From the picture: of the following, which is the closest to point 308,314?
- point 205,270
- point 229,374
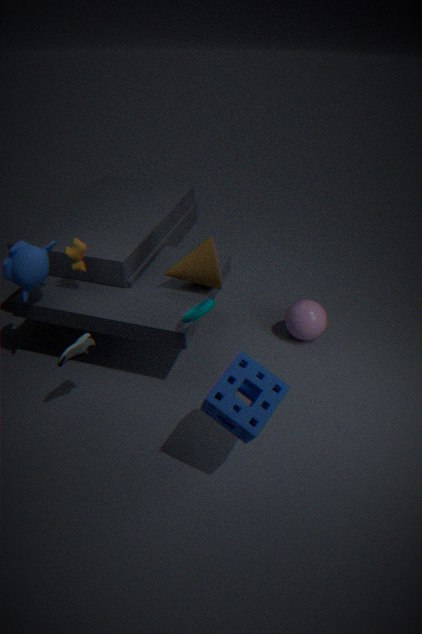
point 205,270
